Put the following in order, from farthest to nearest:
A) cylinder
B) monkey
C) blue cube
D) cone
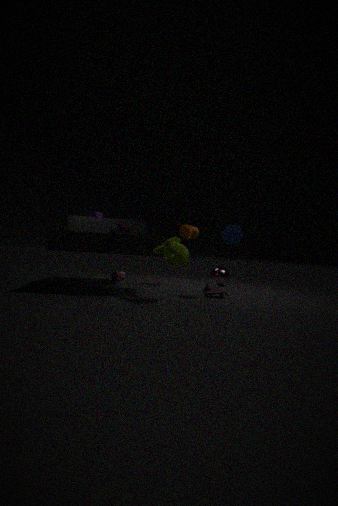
cylinder, cone, blue cube, monkey
